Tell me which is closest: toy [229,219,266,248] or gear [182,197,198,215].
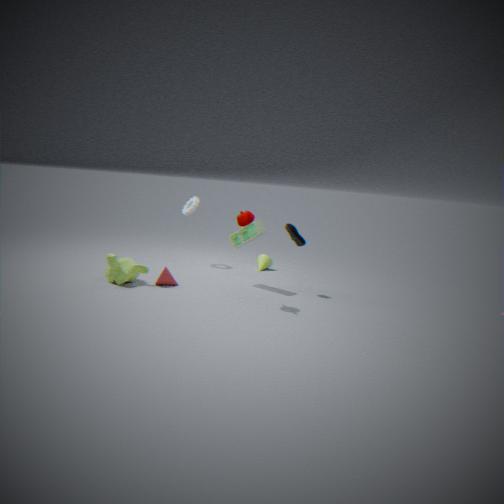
toy [229,219,266,248]
